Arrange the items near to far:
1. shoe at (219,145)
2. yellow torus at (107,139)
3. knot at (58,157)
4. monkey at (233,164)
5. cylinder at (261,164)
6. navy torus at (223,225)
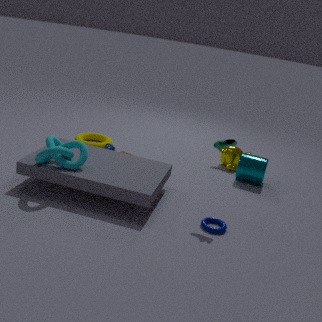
1. navy torus at (223,225)
2. knot at (58,157)
3. shoe at (219,145)
4. cylinder at (261,164)
5. yellow torus at (107,139)
6. monkey at (233,164)
